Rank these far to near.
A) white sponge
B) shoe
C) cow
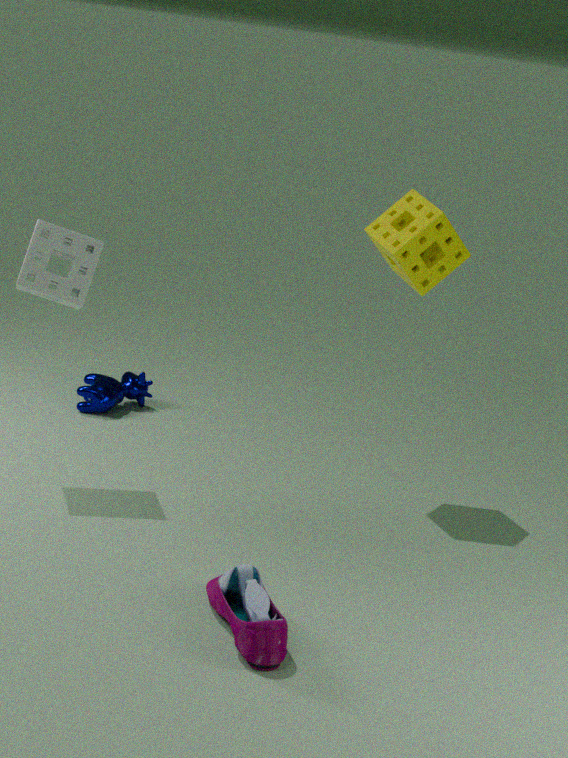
cow < white sponge < shoe
